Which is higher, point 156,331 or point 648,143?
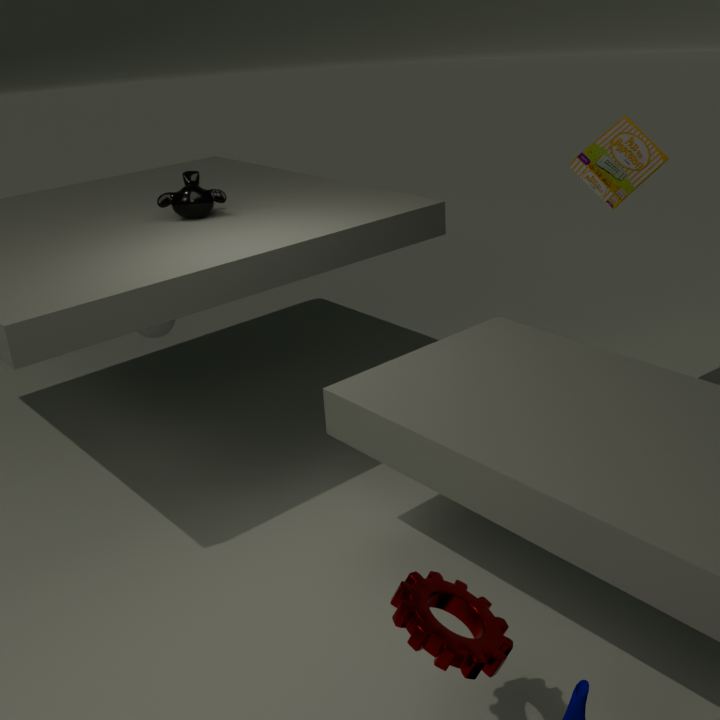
point 648,143
